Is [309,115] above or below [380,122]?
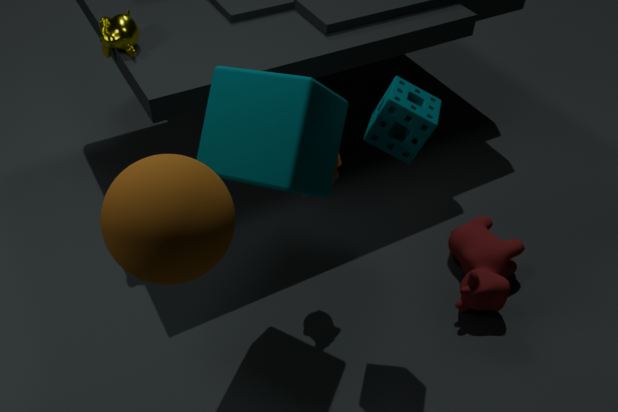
below
